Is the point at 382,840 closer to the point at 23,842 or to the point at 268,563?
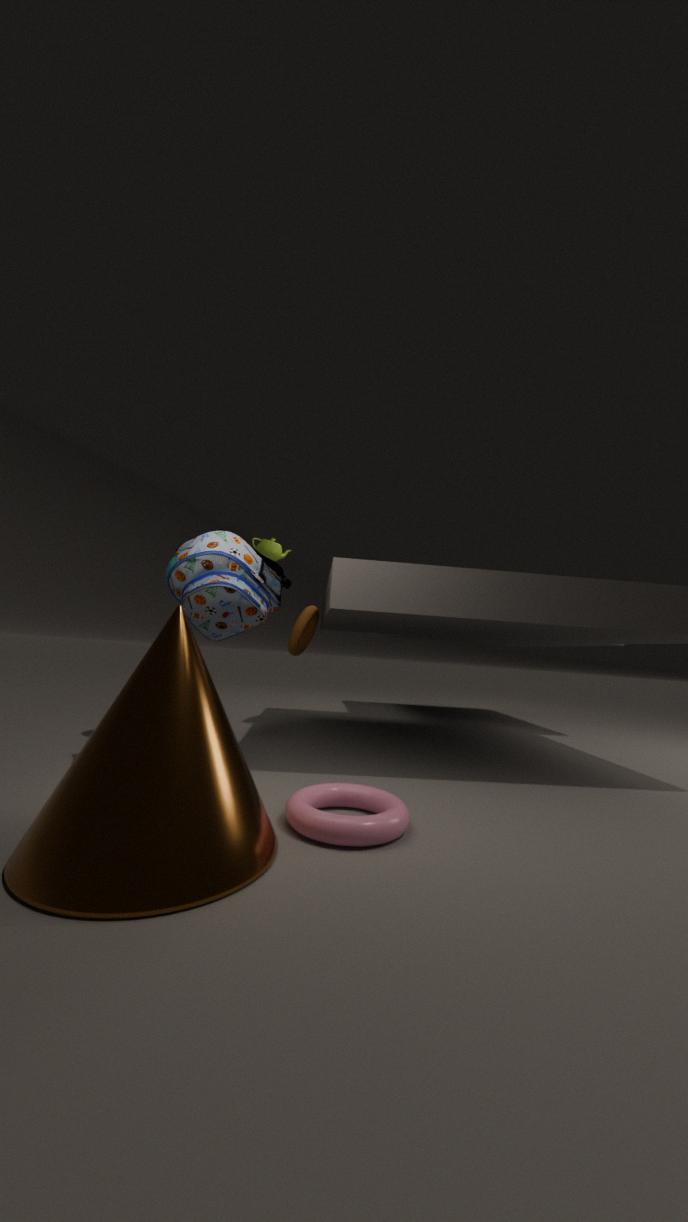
the point at 23,842
